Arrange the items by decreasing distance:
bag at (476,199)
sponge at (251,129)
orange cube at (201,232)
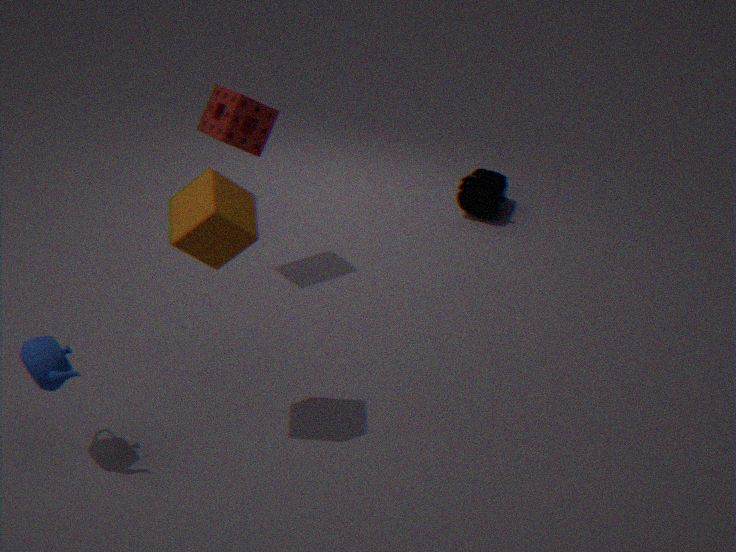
bag at (476,199)
sponge at (251,129)
orange cube at (201,232)
